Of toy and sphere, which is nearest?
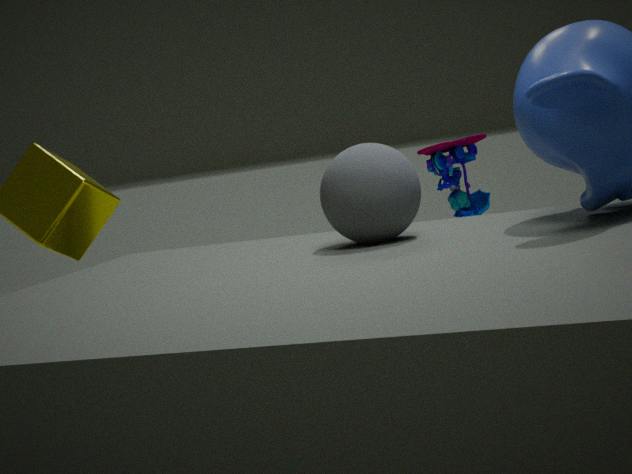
sphere
